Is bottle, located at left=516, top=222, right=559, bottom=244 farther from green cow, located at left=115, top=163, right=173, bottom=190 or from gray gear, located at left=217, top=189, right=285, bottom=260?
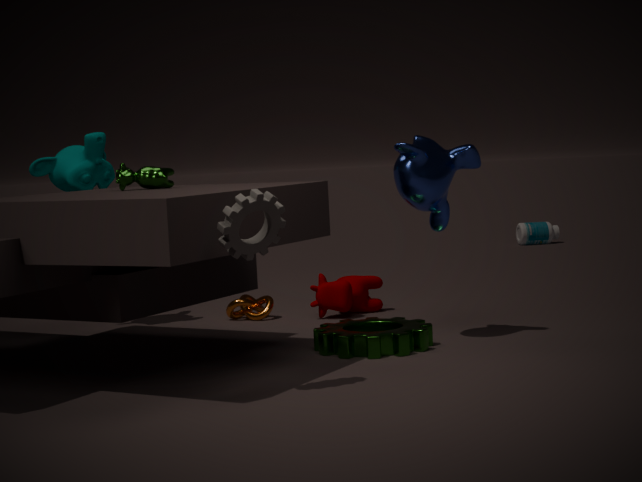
gray gear, located at left=217, top=189, right=285, bottom=260
